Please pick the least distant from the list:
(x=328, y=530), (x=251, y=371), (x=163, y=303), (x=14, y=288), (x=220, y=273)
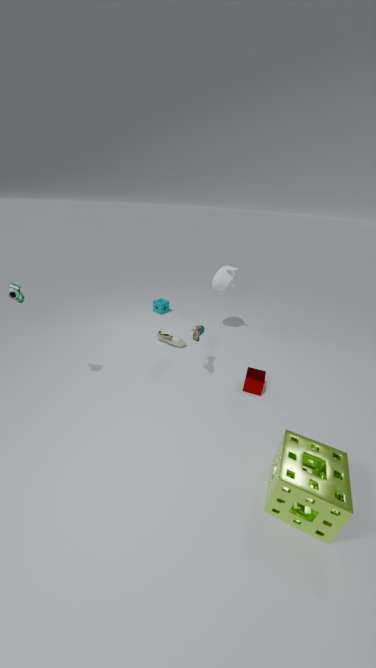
(x=328, y=530)
